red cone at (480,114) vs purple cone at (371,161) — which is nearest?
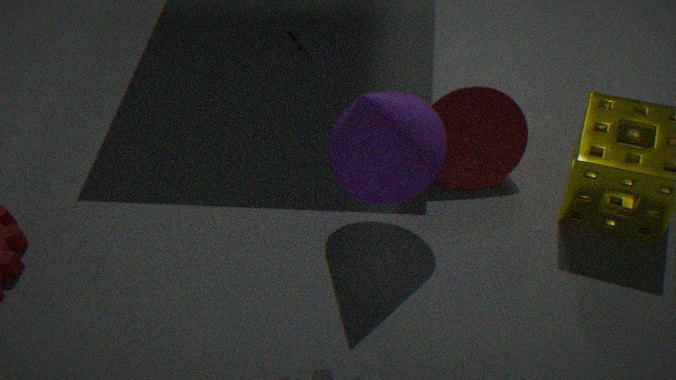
purple cone at (371,161)
